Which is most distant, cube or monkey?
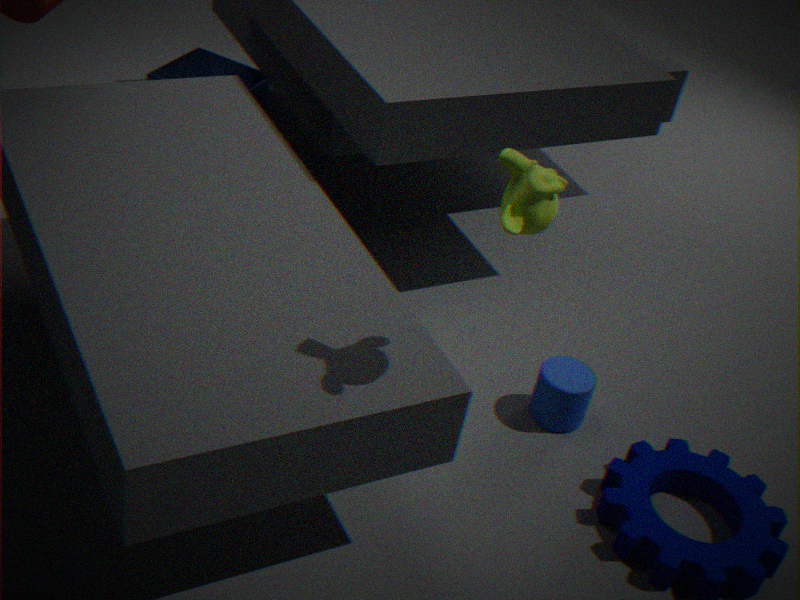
cube
